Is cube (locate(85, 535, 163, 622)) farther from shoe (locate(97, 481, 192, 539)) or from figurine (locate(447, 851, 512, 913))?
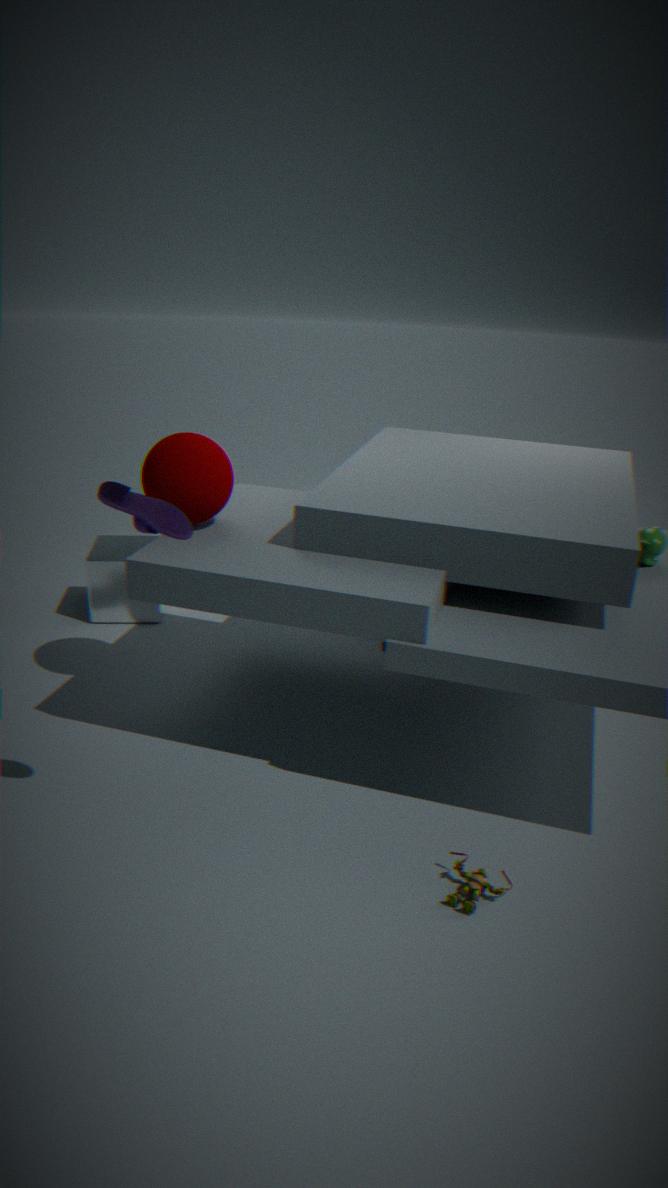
figurine (locate(447, 851, 512, 913))
